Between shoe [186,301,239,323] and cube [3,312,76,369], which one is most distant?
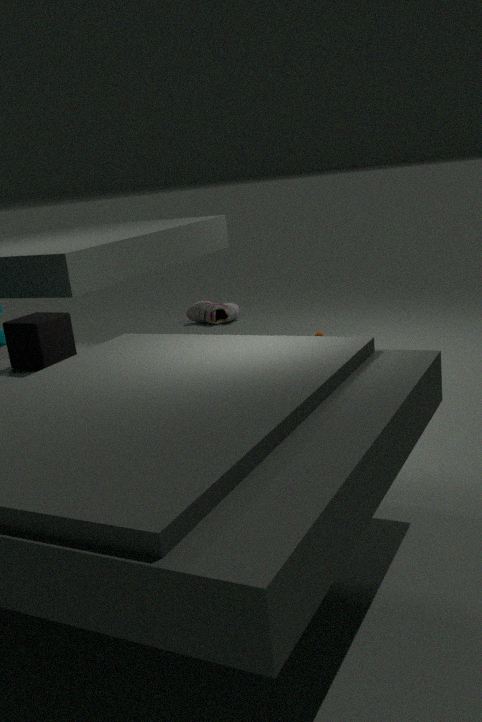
shoe [186,301,239,323]
